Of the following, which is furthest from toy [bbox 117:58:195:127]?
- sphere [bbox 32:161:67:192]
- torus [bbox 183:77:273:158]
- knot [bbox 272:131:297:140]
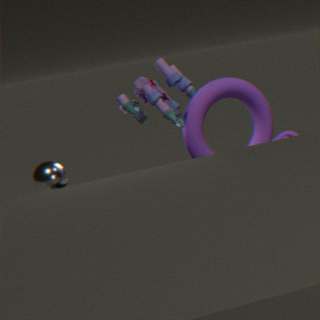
knot [bbox 272:131:297:140]
